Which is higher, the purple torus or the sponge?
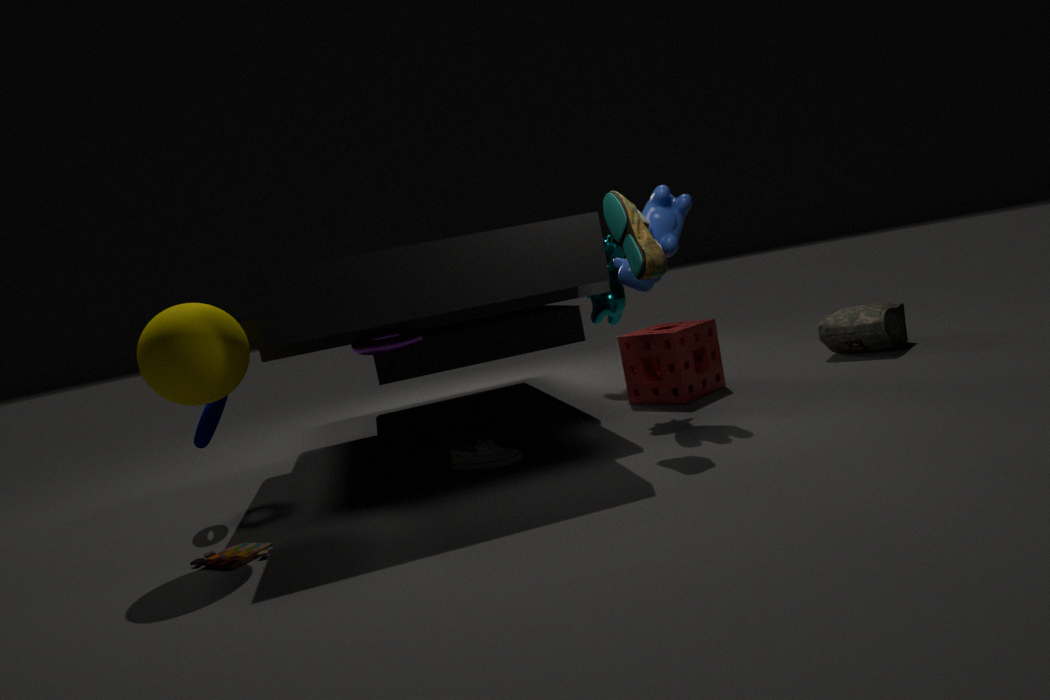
the purple torus
